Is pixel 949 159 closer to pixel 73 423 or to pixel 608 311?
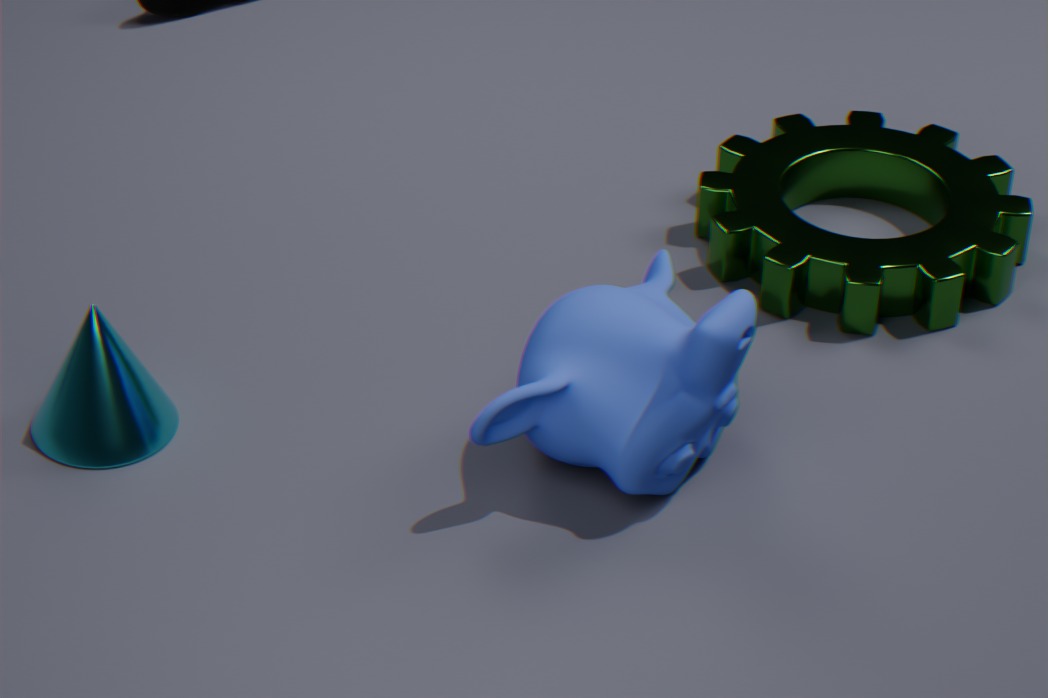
pixel 608 311
